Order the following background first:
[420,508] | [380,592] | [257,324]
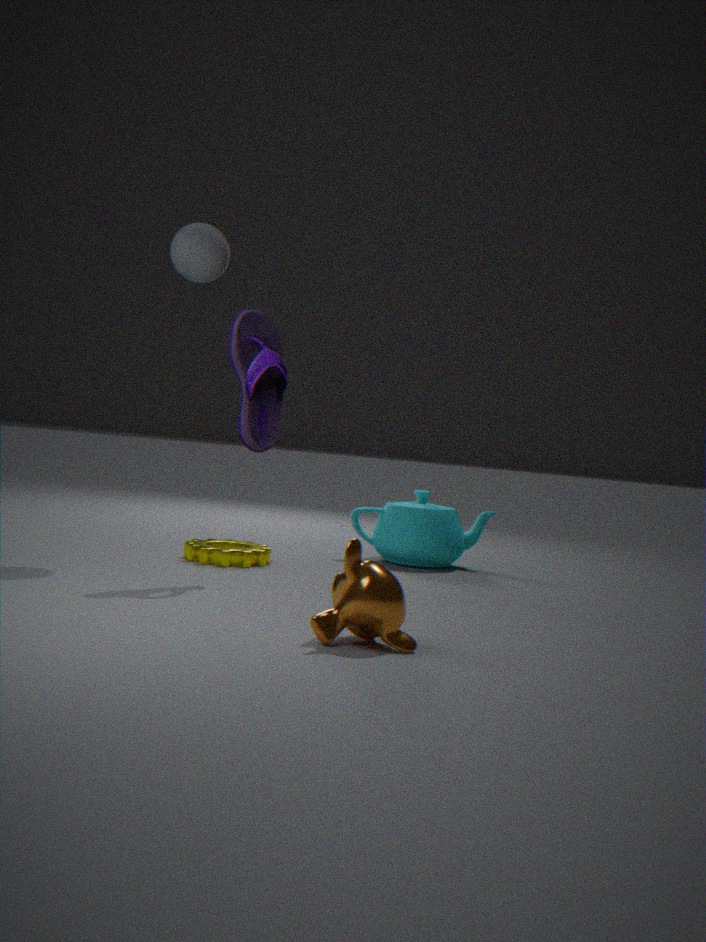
1. [420,508]
2. [257,324]
3. [380,592]
